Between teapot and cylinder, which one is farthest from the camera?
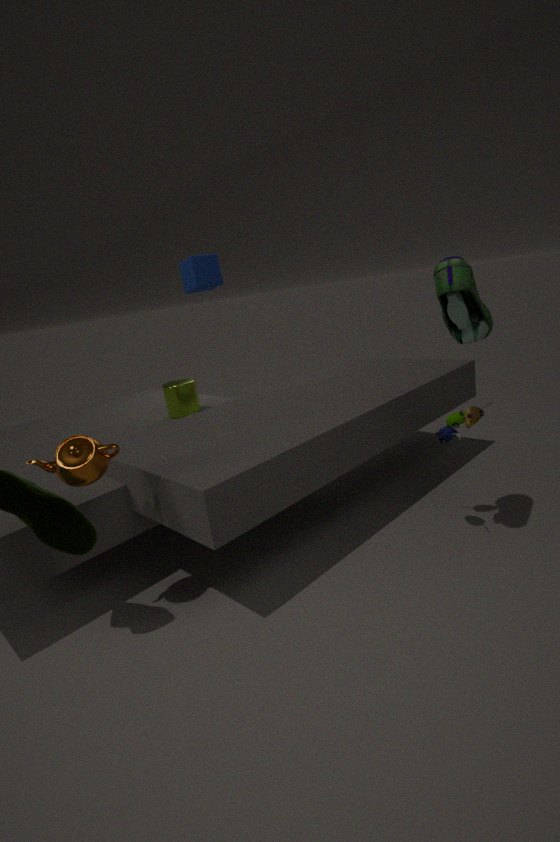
cylinder
